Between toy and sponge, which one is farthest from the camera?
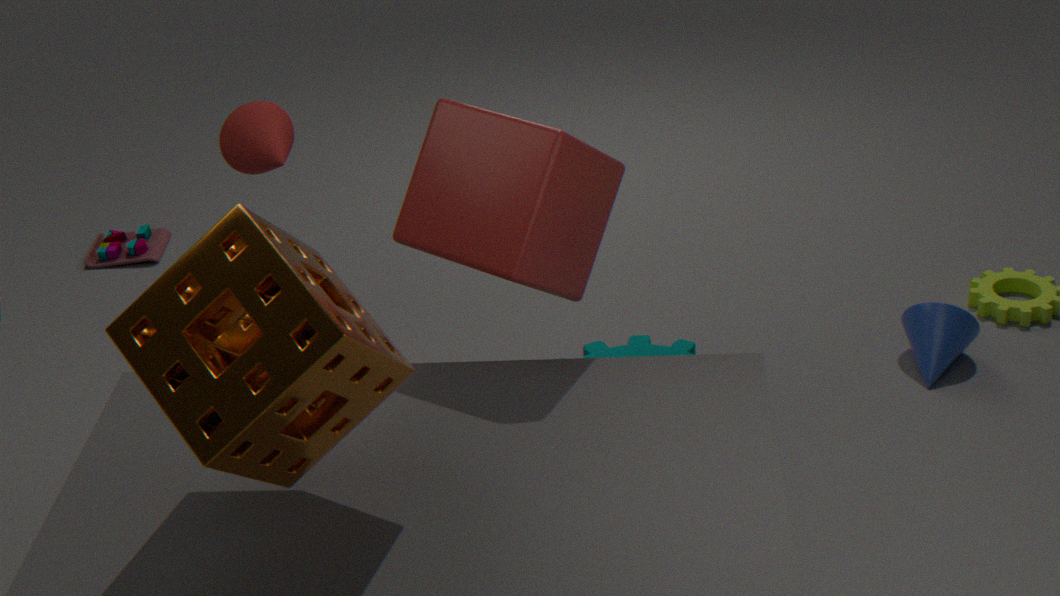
toy
